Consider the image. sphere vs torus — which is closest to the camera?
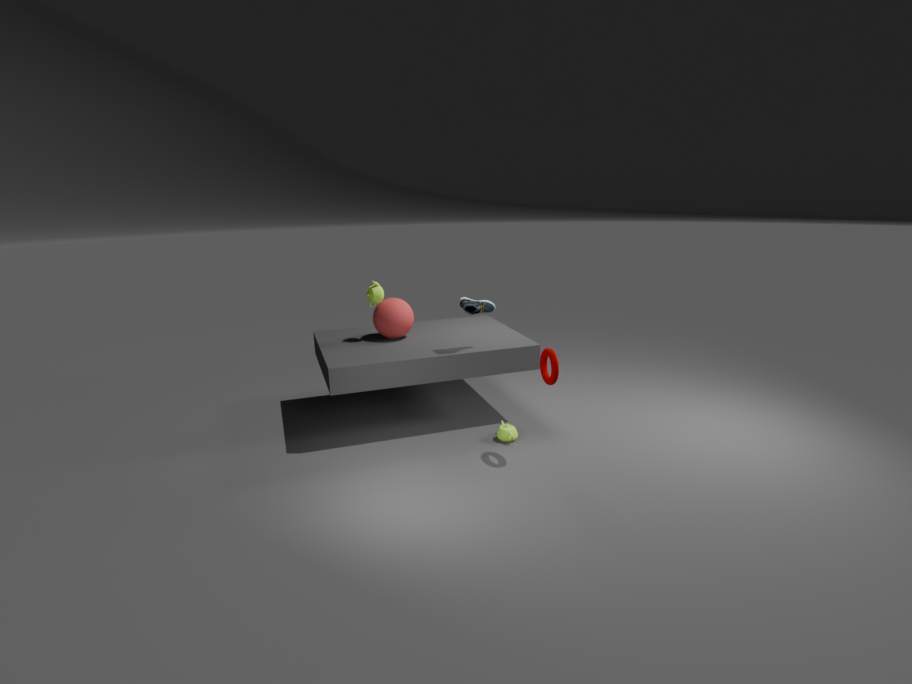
torus
